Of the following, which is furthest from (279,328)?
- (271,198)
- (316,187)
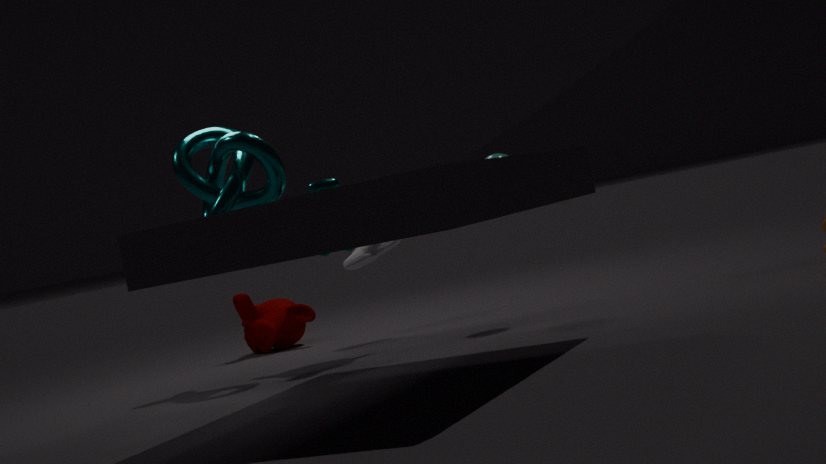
(271,198)
